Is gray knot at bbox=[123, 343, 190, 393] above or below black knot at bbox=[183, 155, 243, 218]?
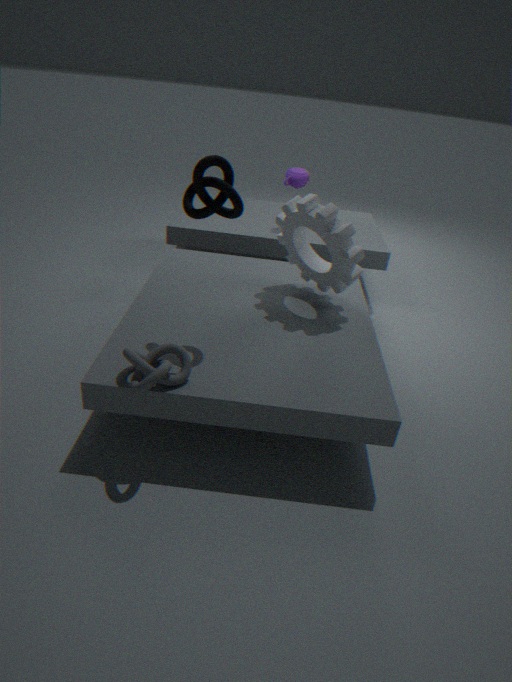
below
